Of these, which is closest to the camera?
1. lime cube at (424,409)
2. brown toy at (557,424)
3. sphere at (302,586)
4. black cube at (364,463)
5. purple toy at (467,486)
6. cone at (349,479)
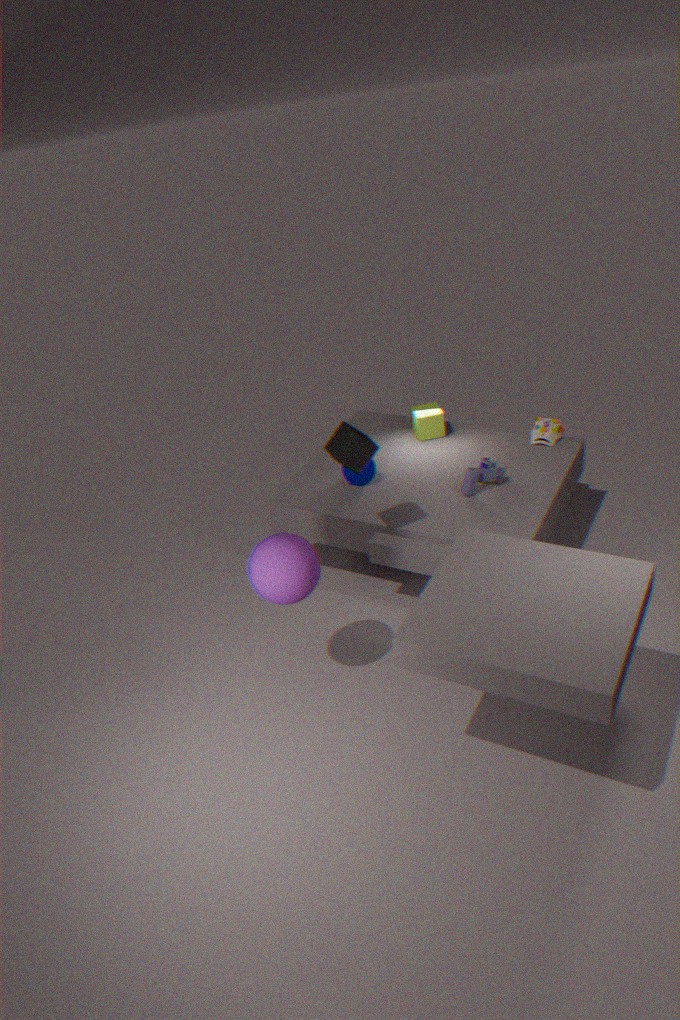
sphere at (302,586)
